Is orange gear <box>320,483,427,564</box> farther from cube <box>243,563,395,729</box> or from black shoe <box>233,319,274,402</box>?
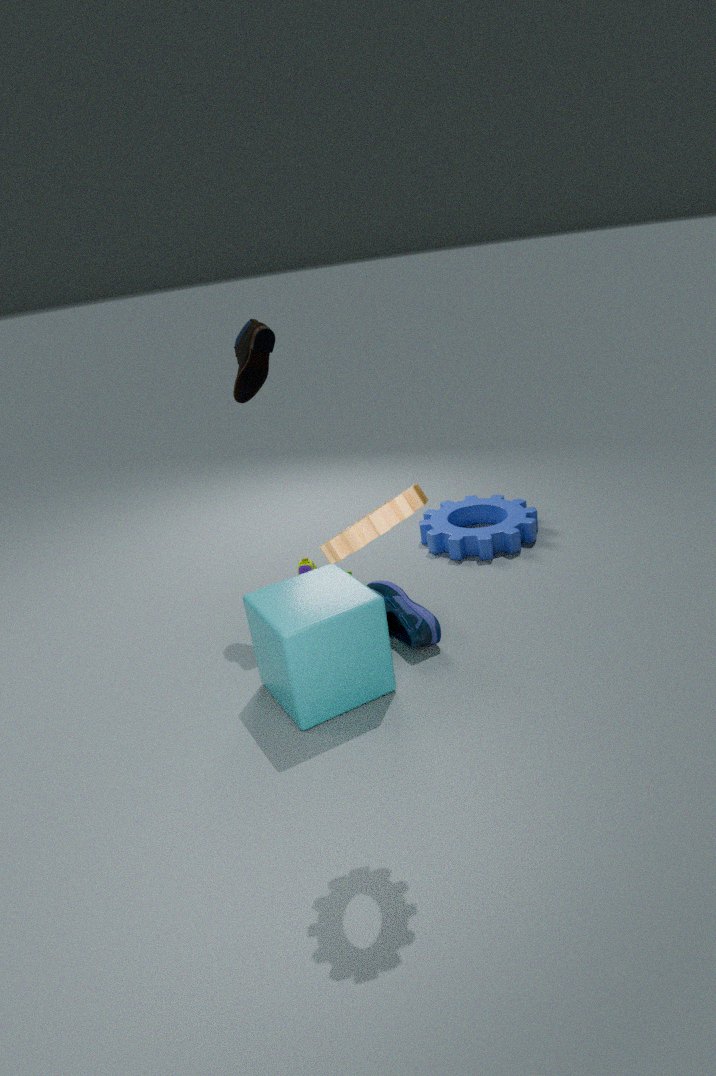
black shoe <box>233,319,274,402</box>
